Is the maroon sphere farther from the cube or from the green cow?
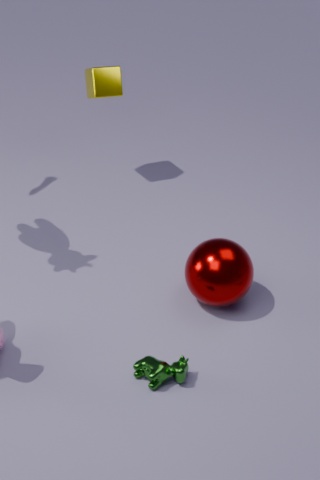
the cube
